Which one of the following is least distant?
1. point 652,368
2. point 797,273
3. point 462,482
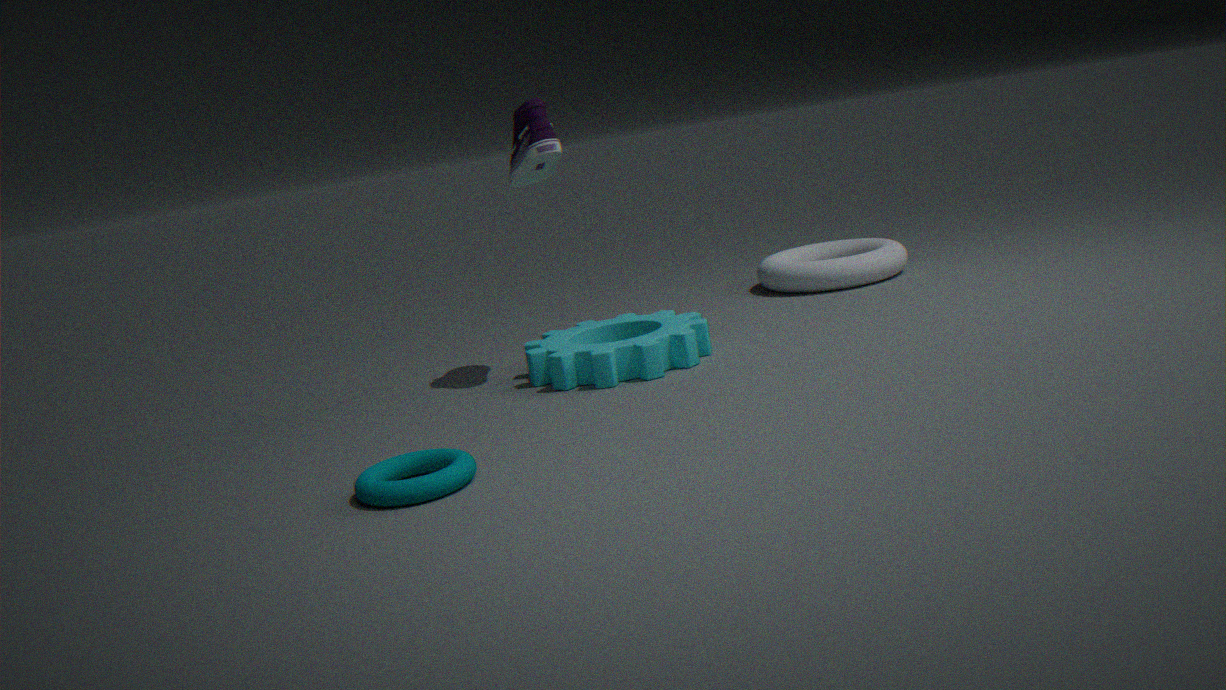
point 462,482
